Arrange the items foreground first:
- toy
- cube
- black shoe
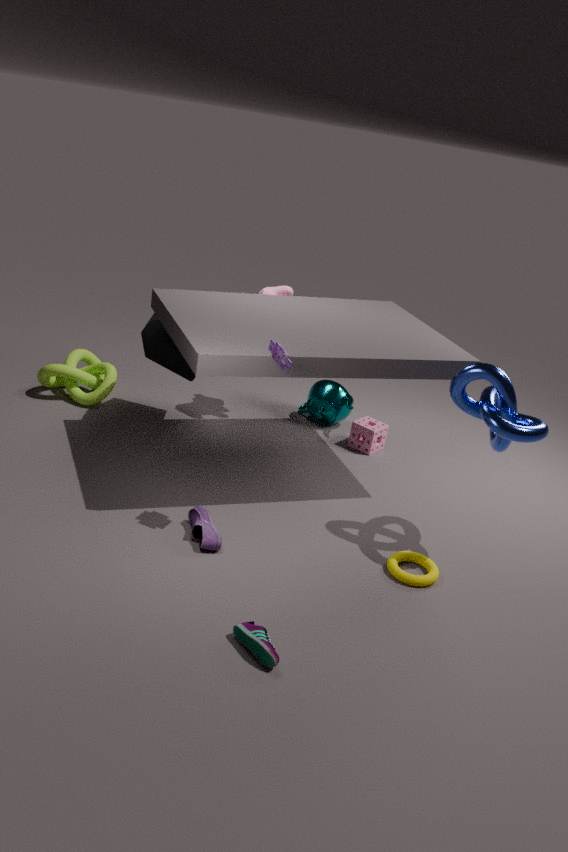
black shoe → toy → cube
